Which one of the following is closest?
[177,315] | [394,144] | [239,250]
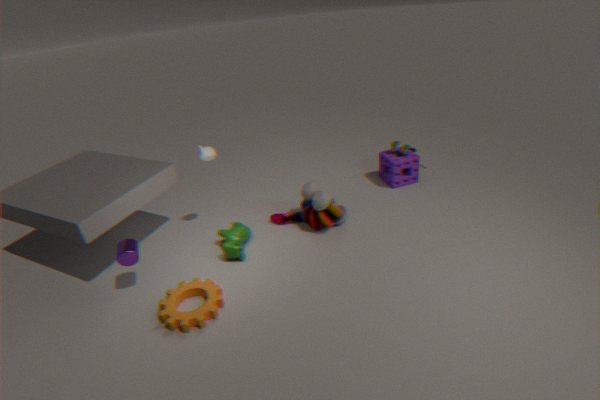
[177,315]
